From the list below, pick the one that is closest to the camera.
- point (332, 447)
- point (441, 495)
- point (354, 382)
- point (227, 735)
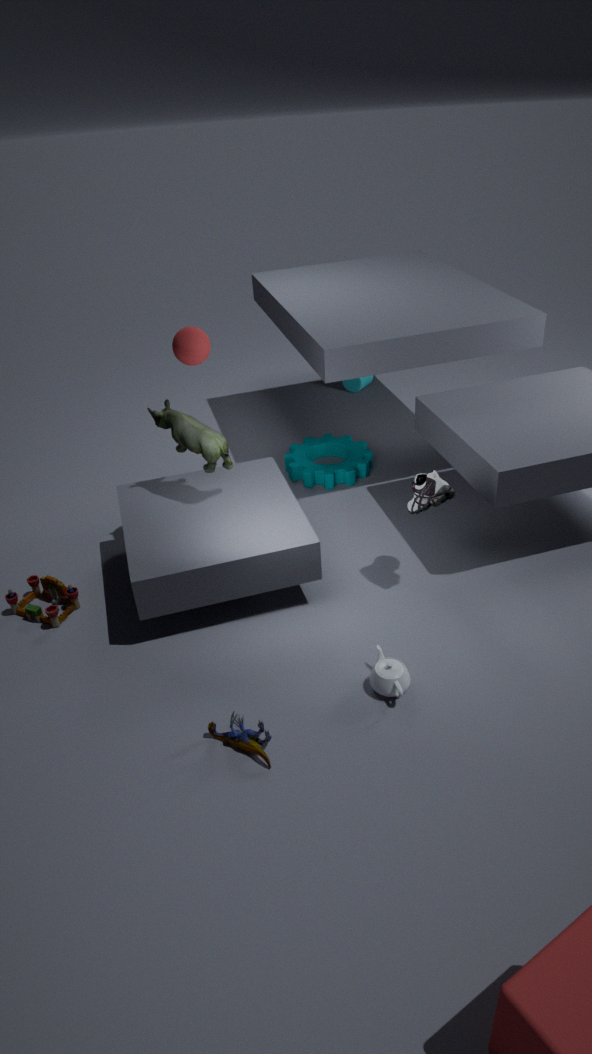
point (227, 735)
